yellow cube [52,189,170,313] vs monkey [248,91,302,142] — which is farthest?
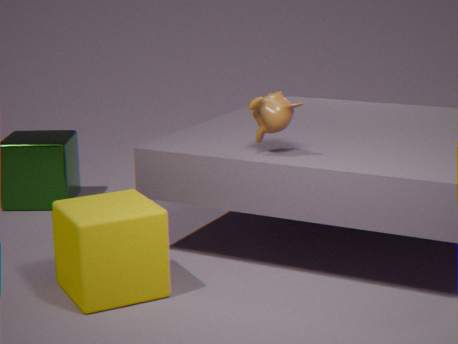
monkey [248,91,302,142]
